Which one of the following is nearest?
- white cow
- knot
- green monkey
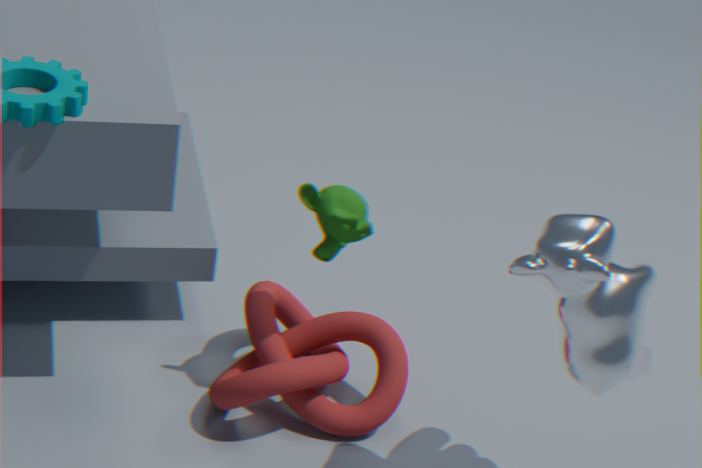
white cow
